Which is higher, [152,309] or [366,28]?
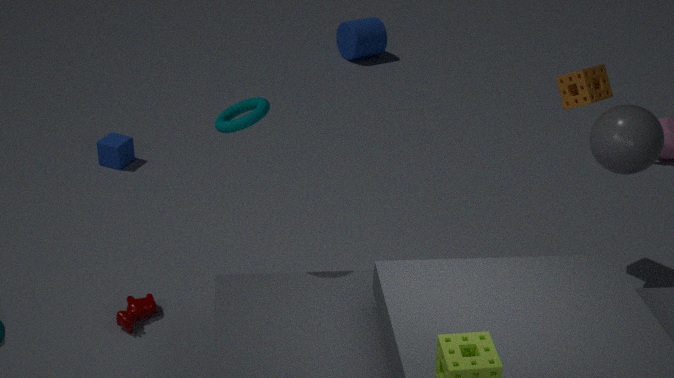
[366,28]
